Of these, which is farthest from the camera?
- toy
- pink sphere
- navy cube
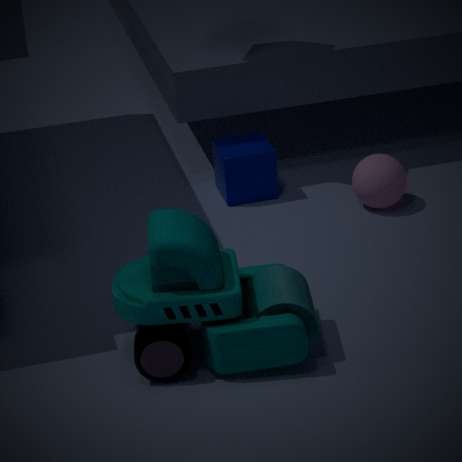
navy cube
